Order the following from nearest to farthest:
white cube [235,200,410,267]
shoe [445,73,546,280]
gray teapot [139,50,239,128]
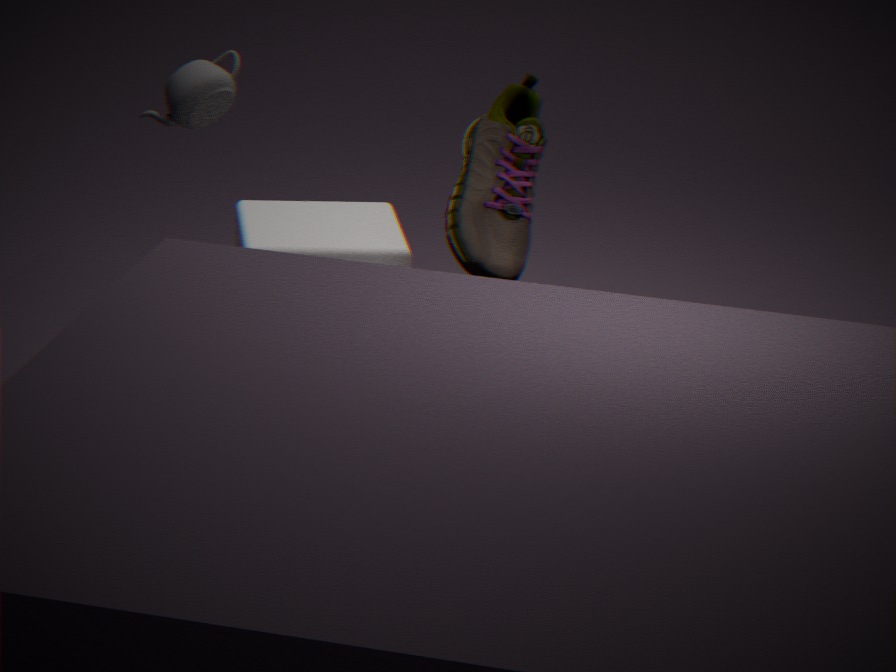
shoe [445,73,546,280], white cube [235,200,410,267], gray teapot [139,50,239,128]
